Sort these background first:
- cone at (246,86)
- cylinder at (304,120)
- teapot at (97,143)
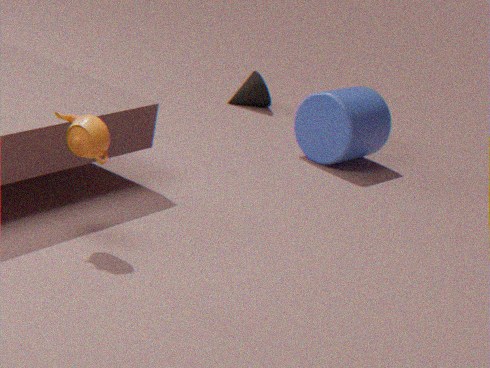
1. cone at (246,86)
2. cylinder at (304,120)
3. teapot at (97,143)
